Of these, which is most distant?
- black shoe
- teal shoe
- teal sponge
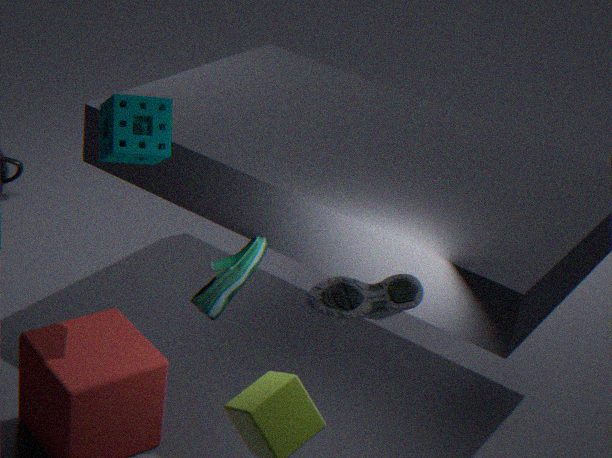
teal shoe
